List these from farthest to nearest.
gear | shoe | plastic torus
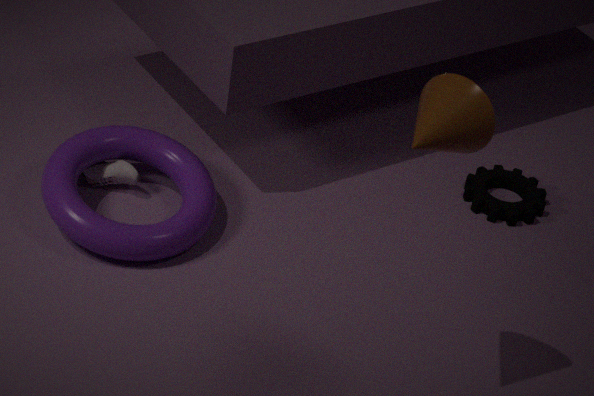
1. gear
2. shoe
3. plastic torus
